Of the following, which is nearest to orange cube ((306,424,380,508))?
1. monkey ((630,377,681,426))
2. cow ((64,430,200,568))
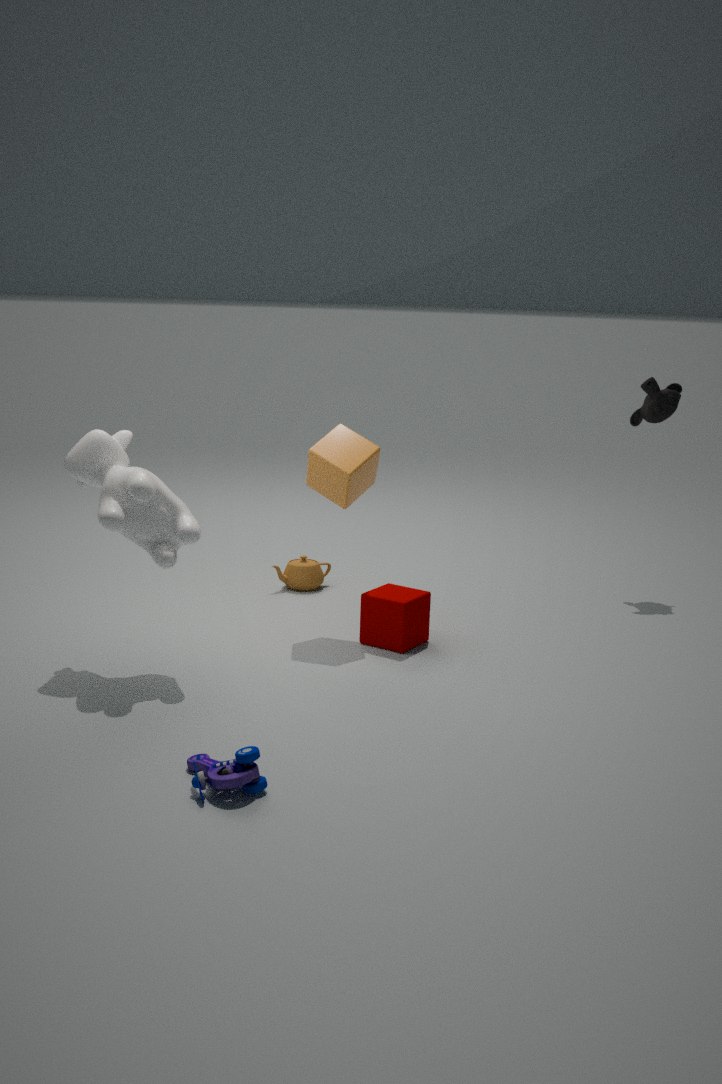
cow ((64,430,200,568))
